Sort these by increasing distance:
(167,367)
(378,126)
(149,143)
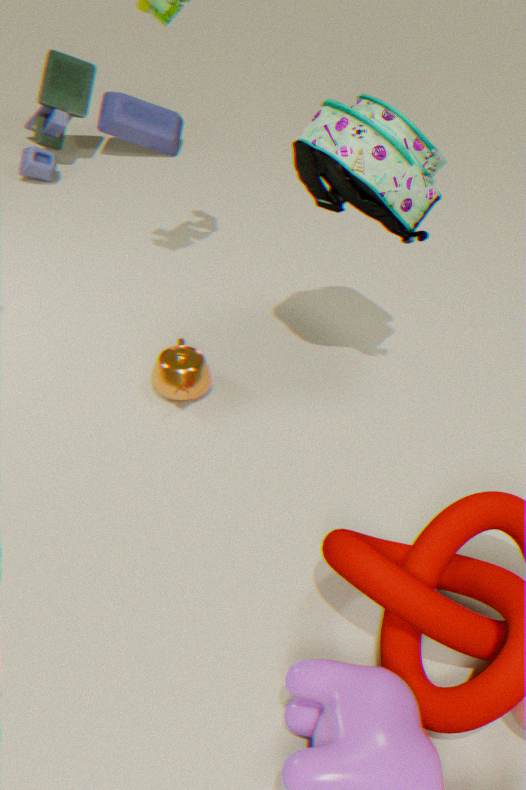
(378,126), (167,367), (149,143)
